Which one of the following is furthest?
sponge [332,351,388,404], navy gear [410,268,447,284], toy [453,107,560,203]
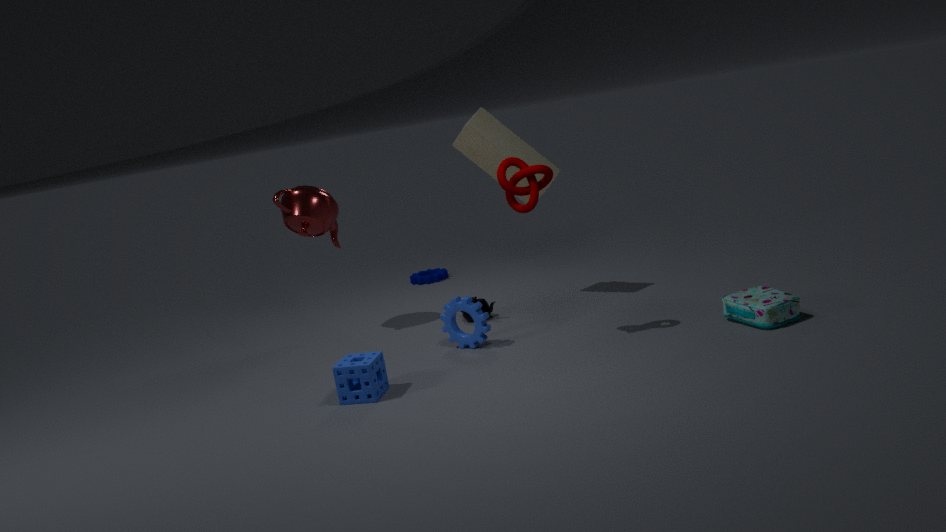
navy gear [410,268,447,284]
